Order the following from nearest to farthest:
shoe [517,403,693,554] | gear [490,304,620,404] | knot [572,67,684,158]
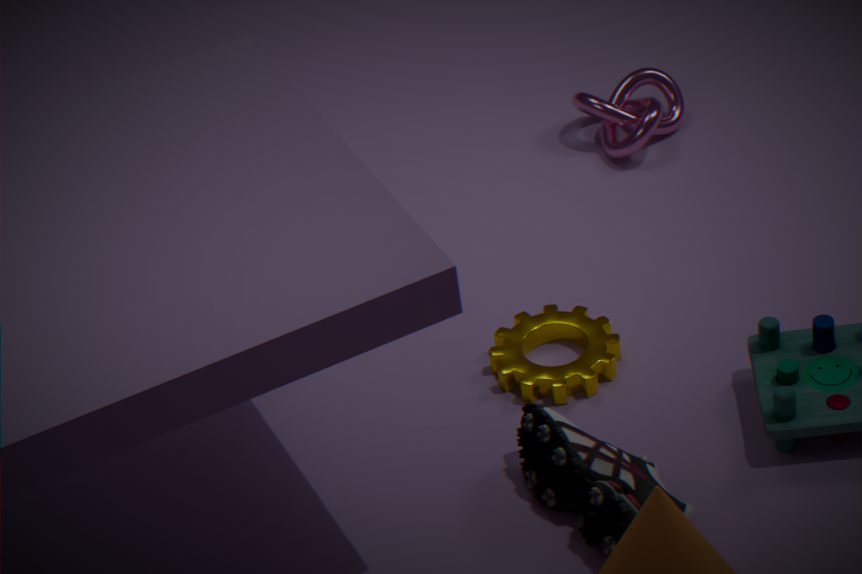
shoe [517,403,693,554]
gear [490,304,620,404]
knot [572,67,684,158]
